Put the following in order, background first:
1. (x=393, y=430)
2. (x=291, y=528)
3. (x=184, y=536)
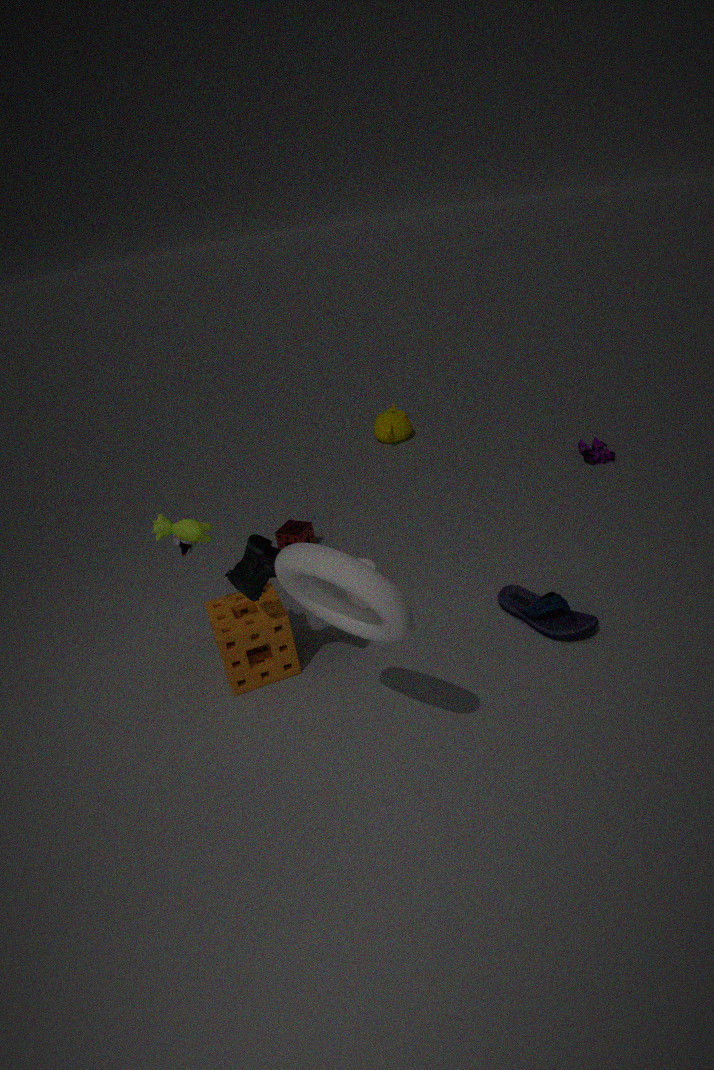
(x=393, y=430), (x=291, y=528), (x=184, y=536)
